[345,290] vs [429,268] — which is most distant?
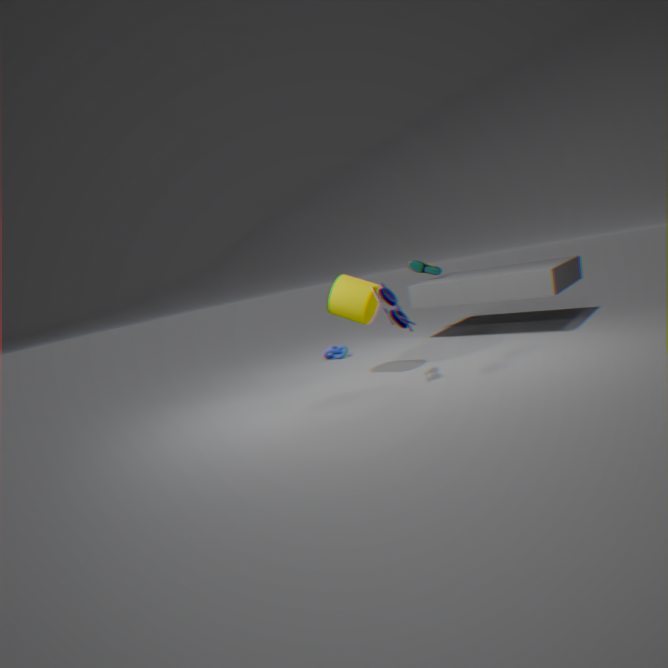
[429,268]
